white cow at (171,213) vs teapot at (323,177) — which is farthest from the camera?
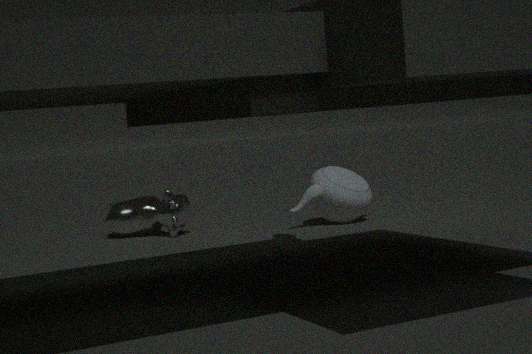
white cow at (171,213)
